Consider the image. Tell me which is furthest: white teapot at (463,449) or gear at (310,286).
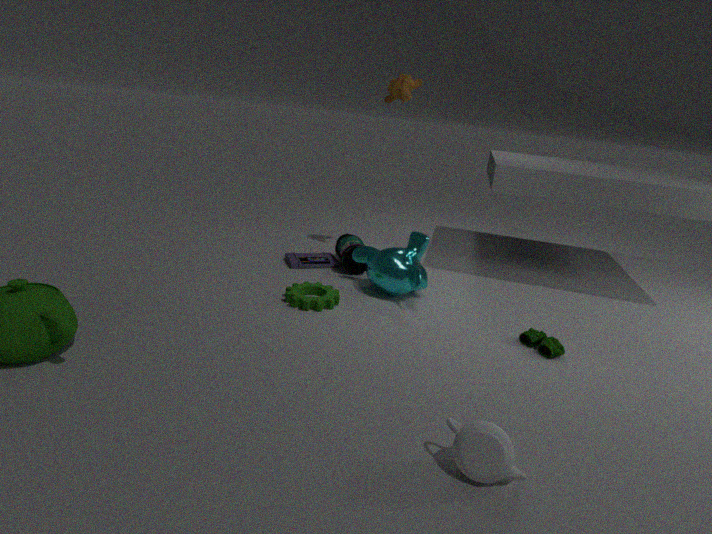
gear at (310,286)
